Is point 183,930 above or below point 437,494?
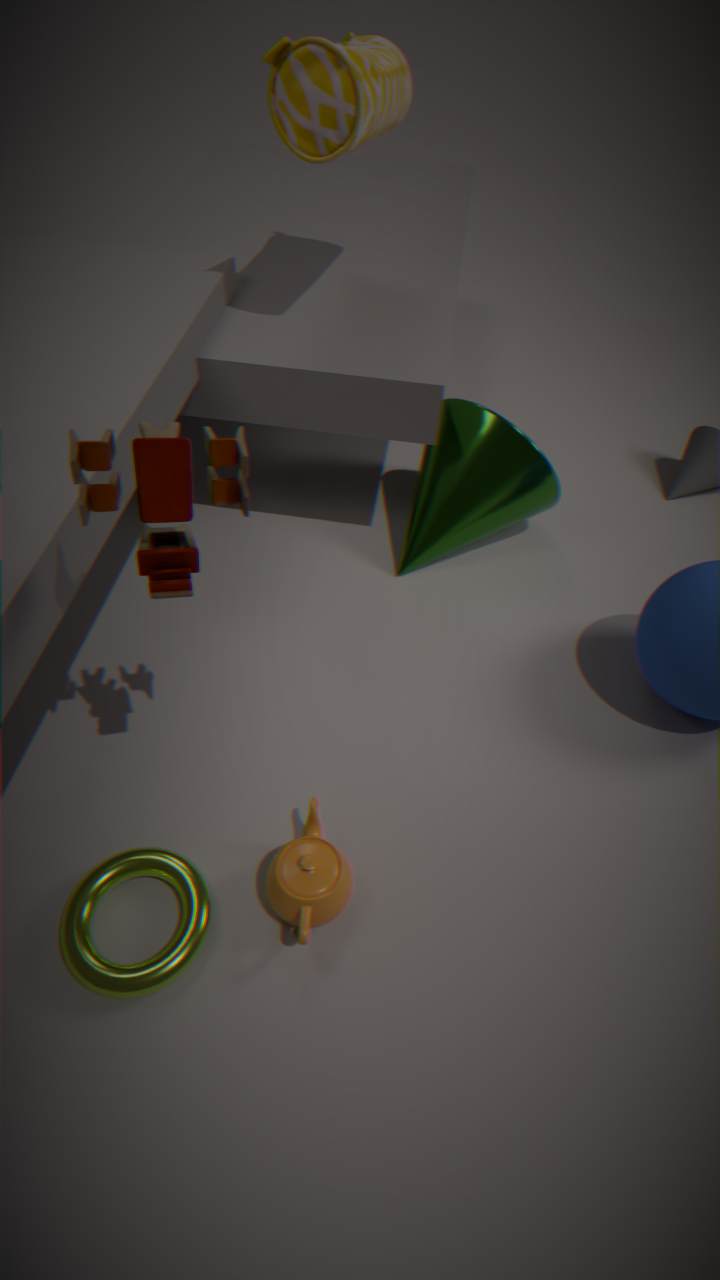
below
